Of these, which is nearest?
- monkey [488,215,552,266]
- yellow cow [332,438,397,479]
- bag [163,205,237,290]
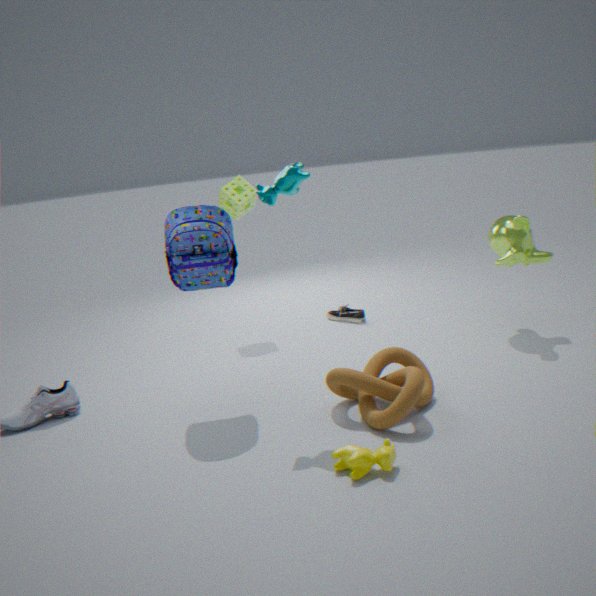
yellow cow [332,438,397,479]
